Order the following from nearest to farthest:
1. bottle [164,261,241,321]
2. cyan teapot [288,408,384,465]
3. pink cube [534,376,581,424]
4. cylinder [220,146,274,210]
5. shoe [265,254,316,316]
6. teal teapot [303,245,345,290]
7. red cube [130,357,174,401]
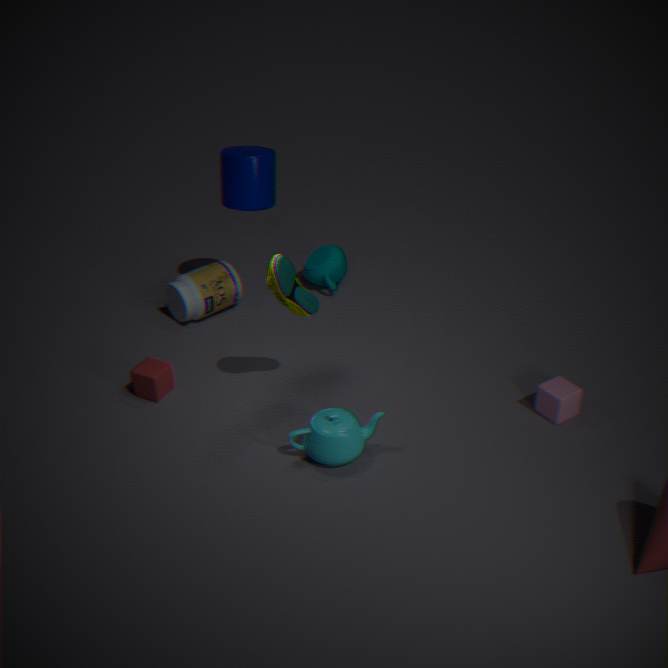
cyan teapot [288,408,384,465]
shoe [265,254,316,316]
pink cube [534,376,581,424]
red cube [130,357,174,401]
cylinder [220,146,274,210]
bottle [164,261,241,321]
teal teapot [303,245,345,290]
